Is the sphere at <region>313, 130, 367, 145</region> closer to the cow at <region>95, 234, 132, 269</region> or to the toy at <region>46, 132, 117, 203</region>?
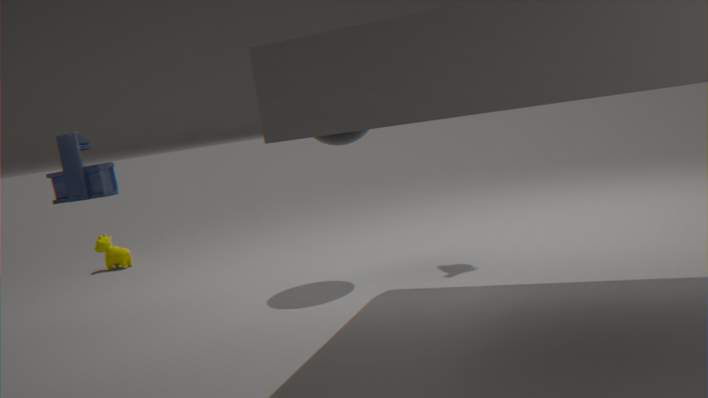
the toy at <region>46, 132, 117, 203</region>
